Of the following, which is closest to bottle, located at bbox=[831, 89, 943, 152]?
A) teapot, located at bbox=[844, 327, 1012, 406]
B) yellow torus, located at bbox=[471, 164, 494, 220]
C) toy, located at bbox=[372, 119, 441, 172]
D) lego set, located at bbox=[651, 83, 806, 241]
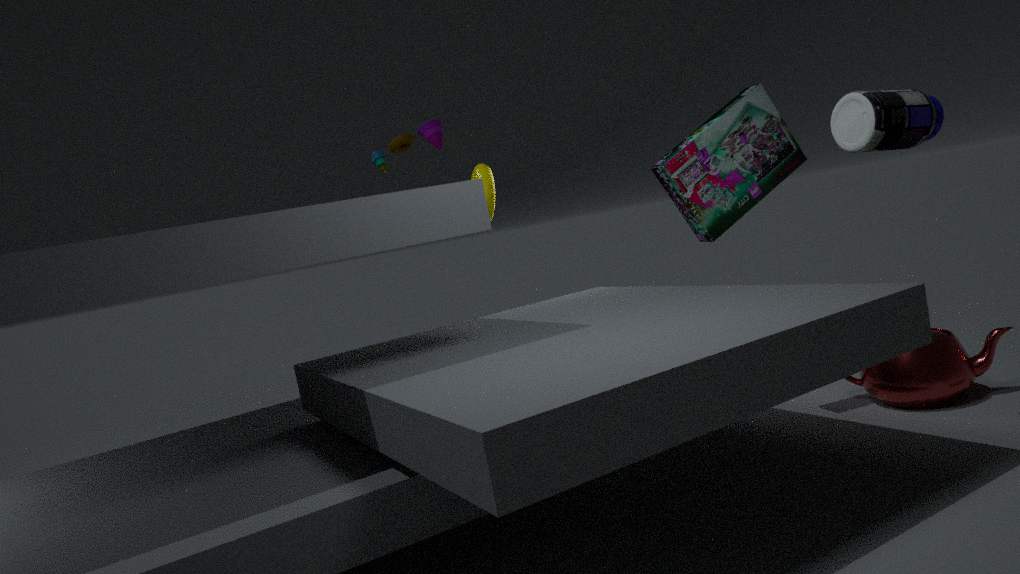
lego set, located at bbox=[651, 83, 806, 241]
